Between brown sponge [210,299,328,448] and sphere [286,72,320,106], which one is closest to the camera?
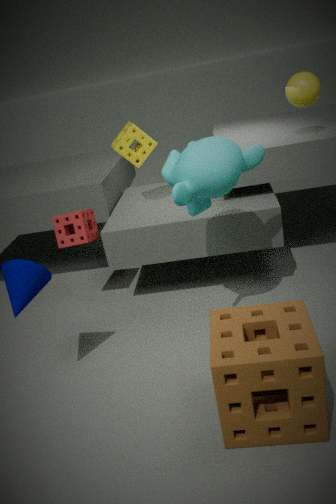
brown sponge [210,299,328,448]
